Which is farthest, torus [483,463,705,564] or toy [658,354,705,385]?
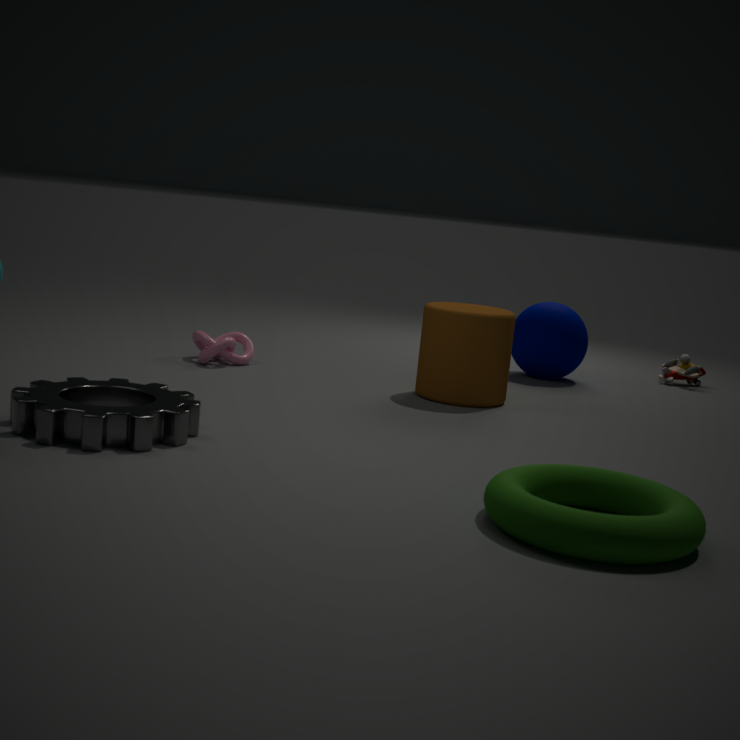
toy [658,354,705,385]
